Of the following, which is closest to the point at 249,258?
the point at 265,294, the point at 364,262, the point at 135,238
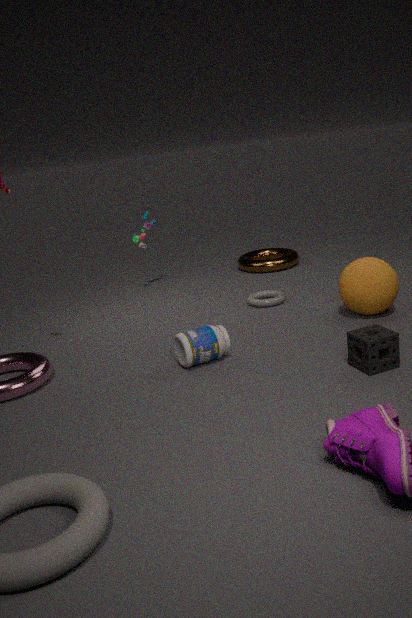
the point at 265,294
